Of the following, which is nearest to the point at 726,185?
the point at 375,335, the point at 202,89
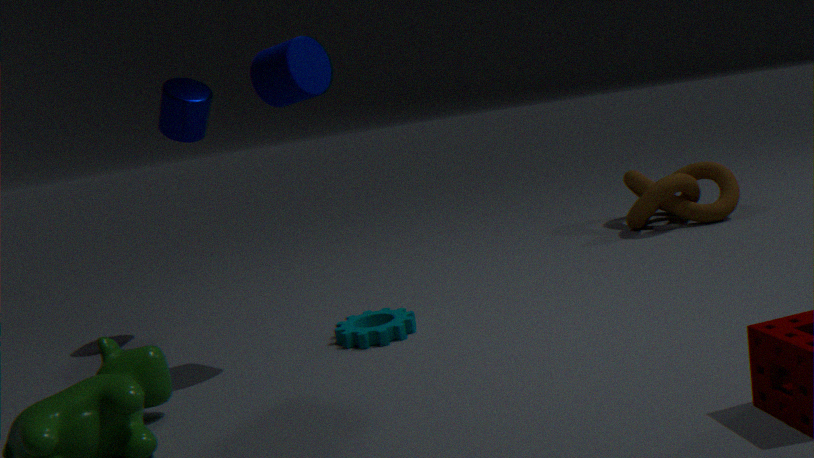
the point at 375,335
